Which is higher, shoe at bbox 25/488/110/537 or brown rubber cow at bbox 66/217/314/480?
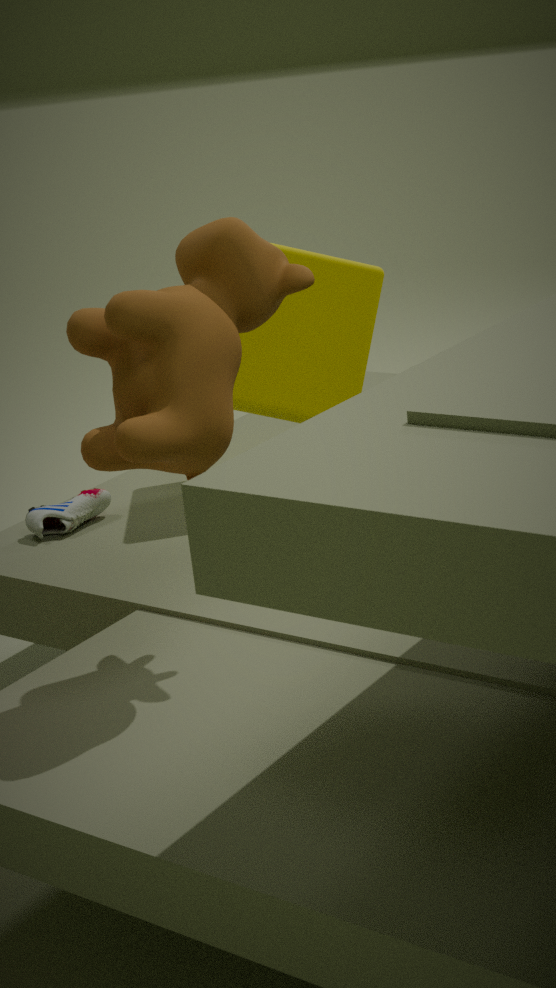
brown rubber cow at bbox 66/217/314/480
